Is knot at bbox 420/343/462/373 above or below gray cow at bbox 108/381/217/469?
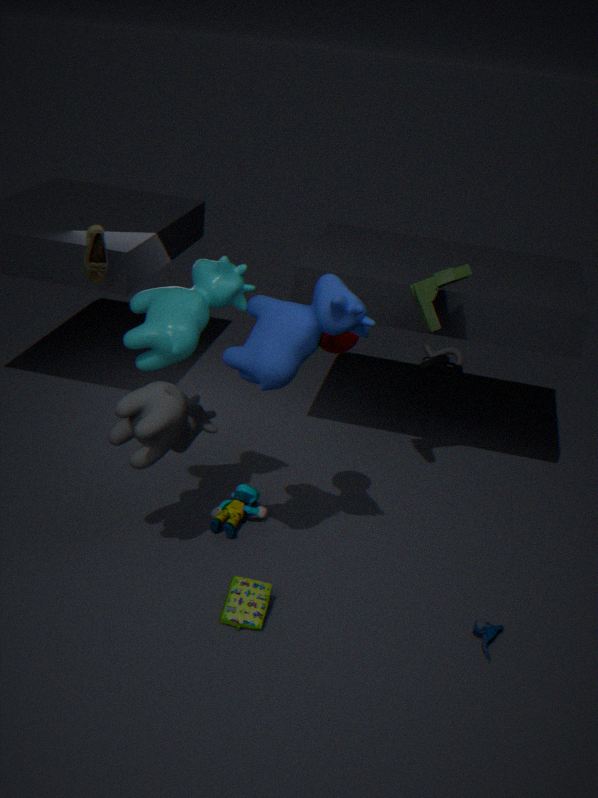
below
